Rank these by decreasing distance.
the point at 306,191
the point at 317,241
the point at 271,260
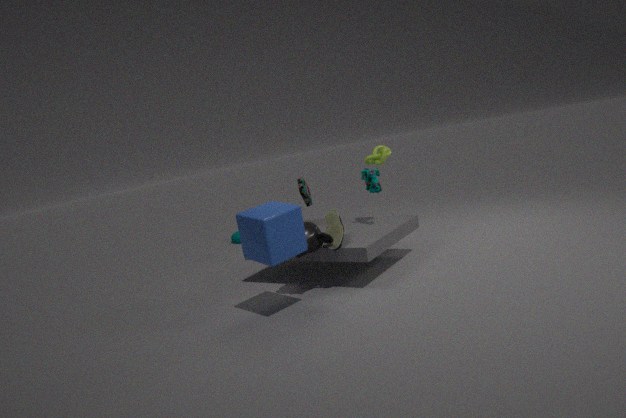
the point at 306,191 → the point at 317,241 → the point at 271,260
